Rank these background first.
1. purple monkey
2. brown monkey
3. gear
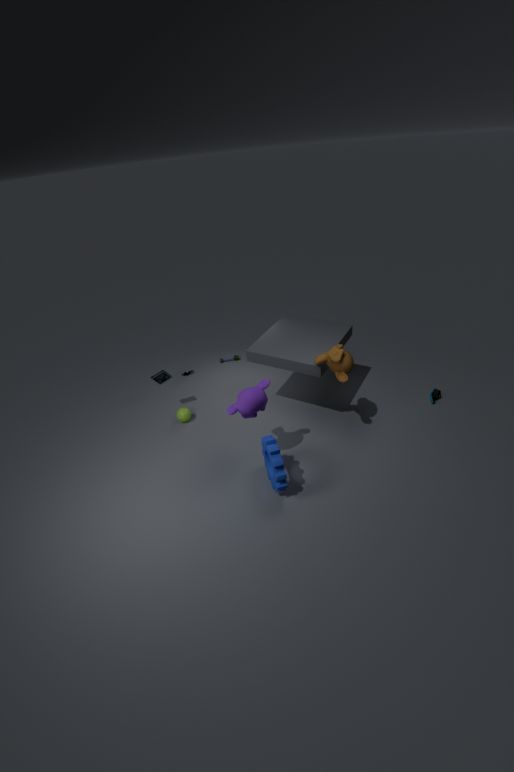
brown monkey < purple monkey < gear
